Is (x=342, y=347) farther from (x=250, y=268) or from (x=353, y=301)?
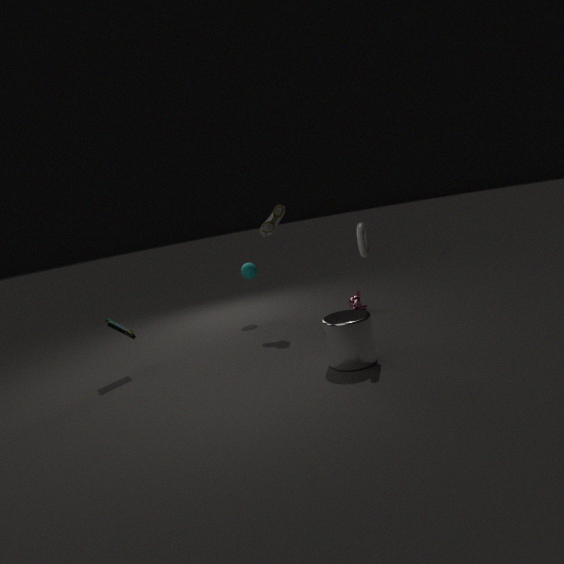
(x=250, y=268)
